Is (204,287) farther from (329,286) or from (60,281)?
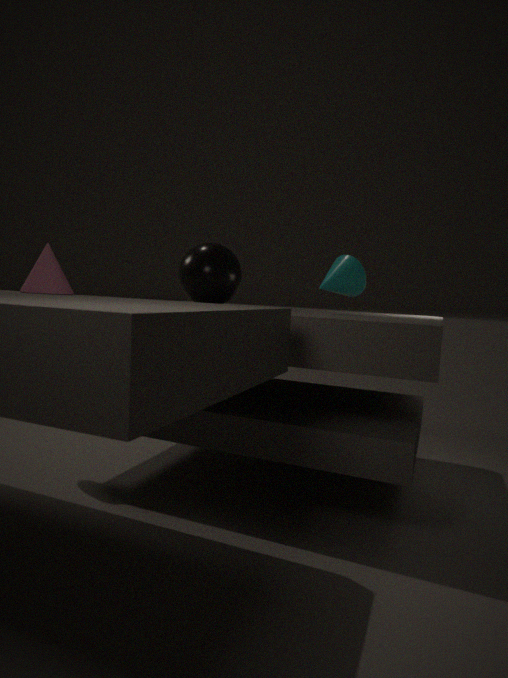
(60,281)
